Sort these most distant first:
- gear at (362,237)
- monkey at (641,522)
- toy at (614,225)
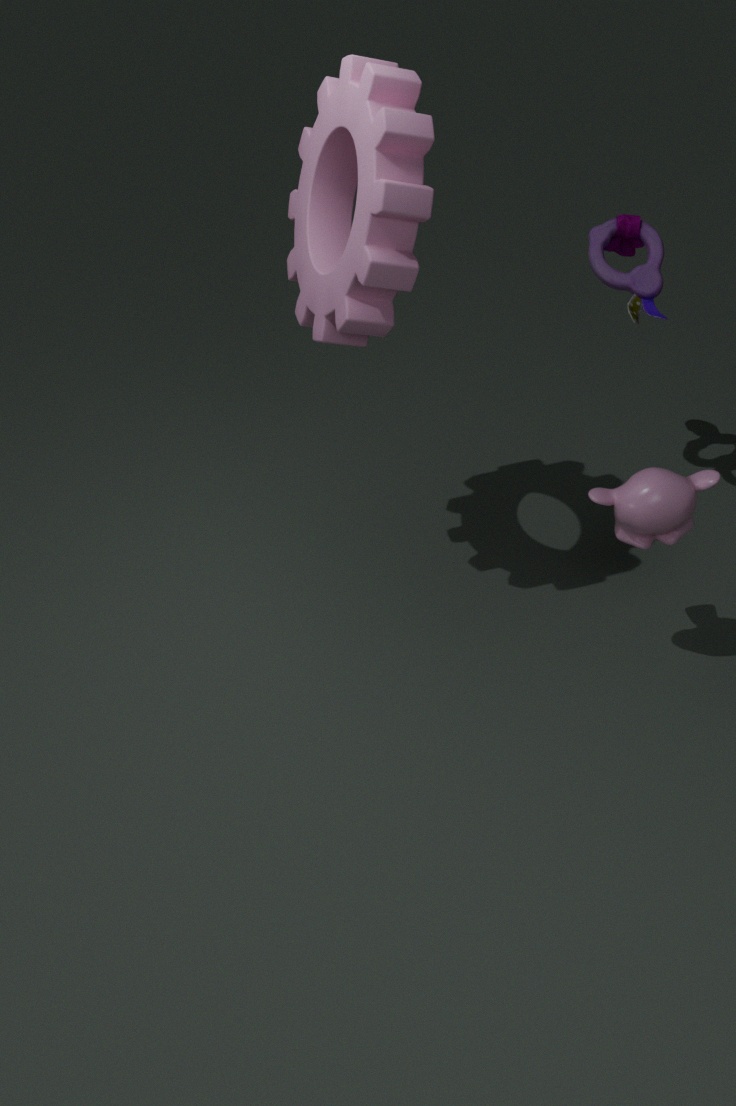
toy at (614,225) < monkey at (641,522) < gear at (362,237)
